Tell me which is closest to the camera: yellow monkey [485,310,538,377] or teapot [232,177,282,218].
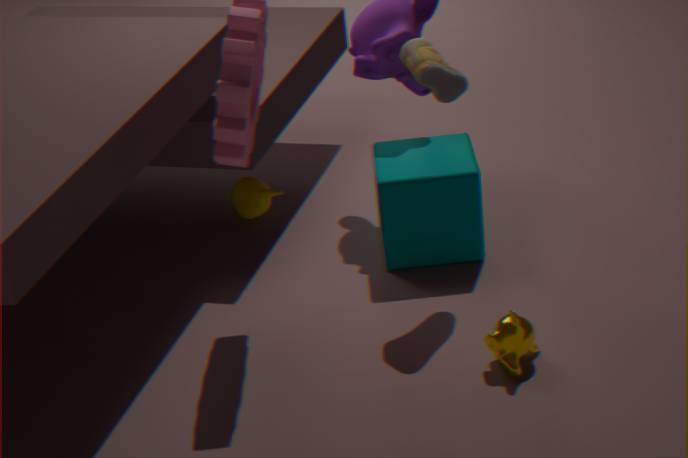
yellow monkey [485,310,538,377]
